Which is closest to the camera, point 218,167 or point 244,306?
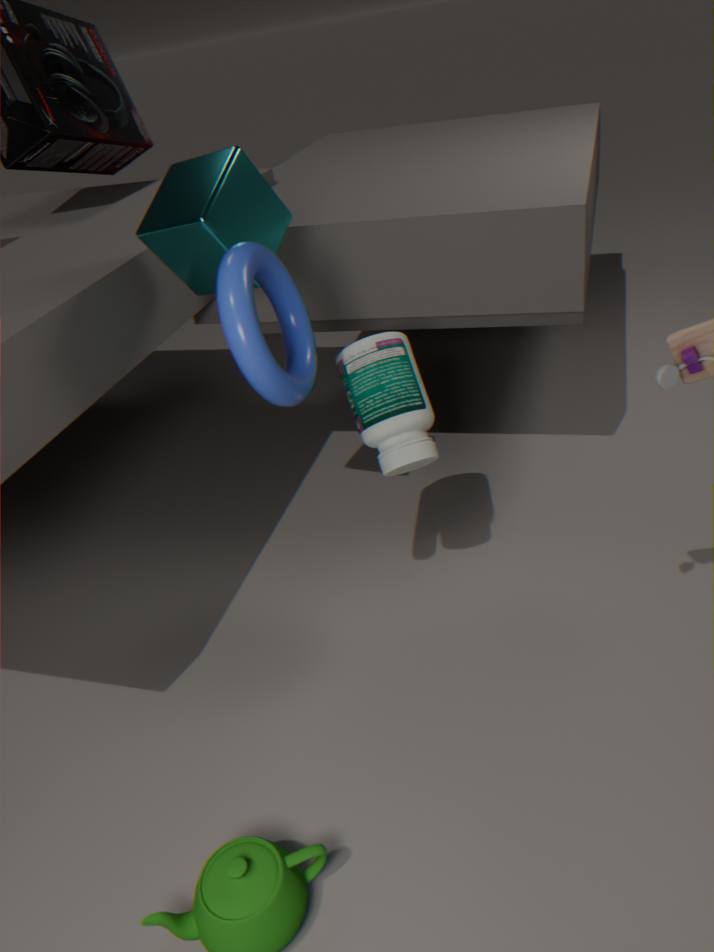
point 244,306
